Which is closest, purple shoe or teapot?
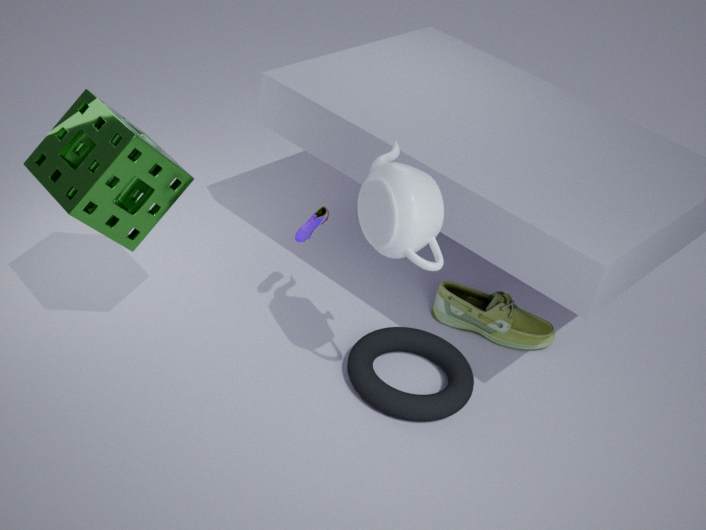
teapot
